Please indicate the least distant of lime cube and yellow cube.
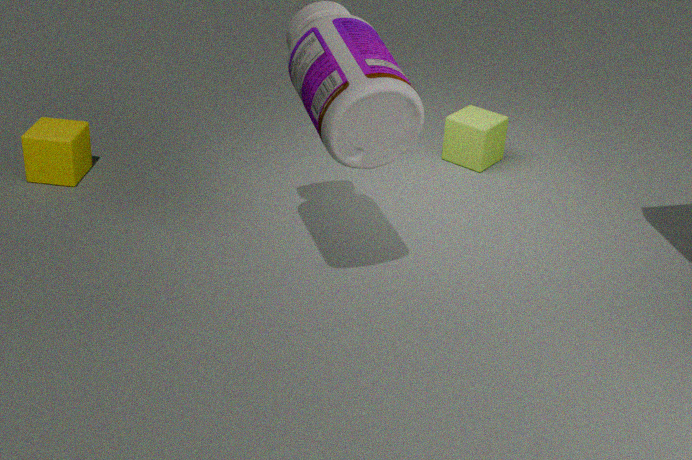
yellow cube
